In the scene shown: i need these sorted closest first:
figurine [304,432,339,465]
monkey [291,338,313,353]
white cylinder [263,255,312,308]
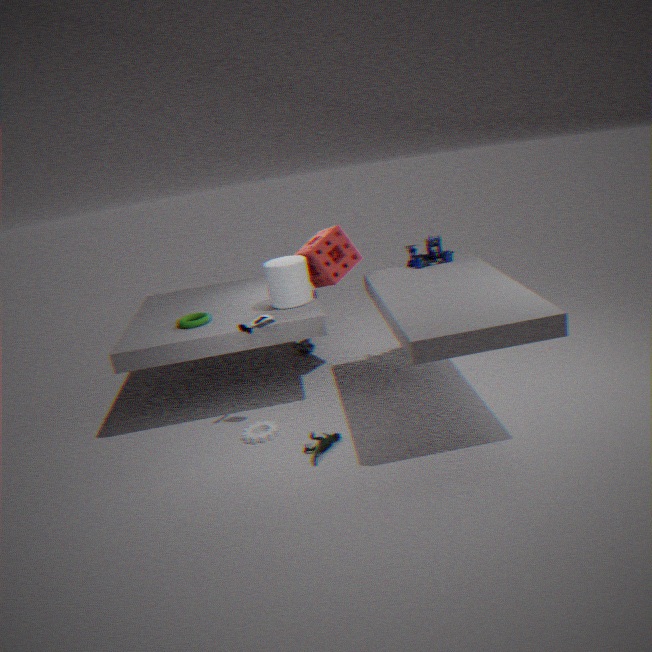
1. figurine [304,432,339,465]
2. white cylinder [263,255,312,308]
3. monkey [291,338,313,353]
